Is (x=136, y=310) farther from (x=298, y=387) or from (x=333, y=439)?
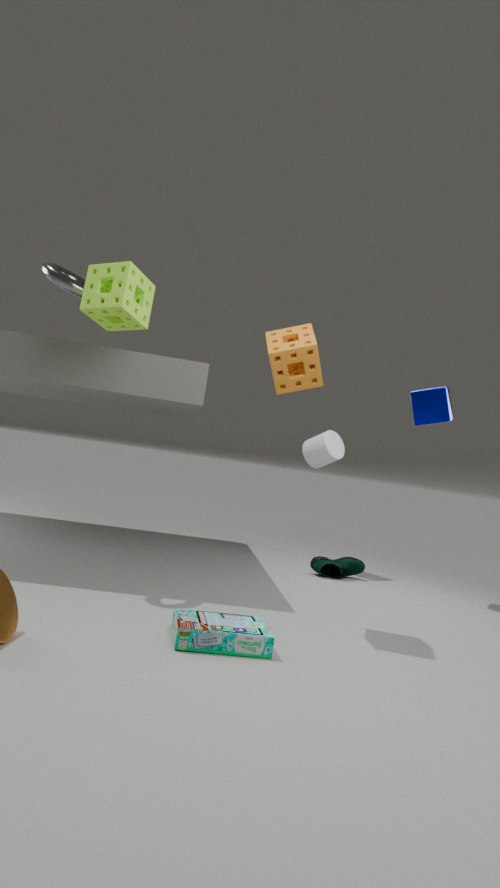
(x=333, y=439)
